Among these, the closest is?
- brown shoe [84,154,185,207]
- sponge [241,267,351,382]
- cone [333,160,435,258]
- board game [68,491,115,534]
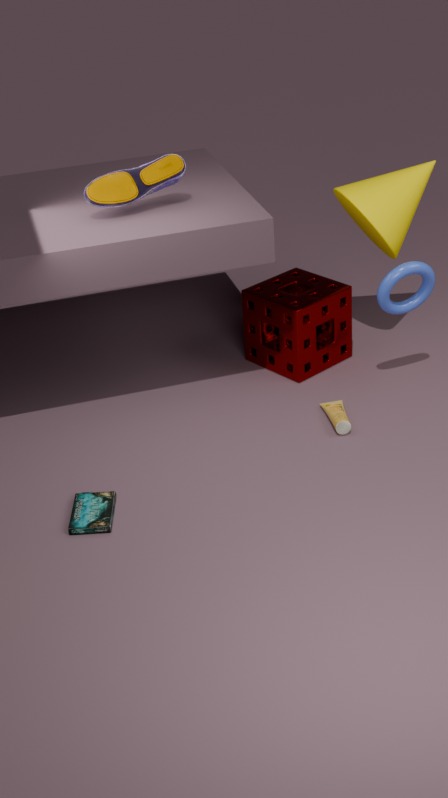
board game [68,491,115,534]
